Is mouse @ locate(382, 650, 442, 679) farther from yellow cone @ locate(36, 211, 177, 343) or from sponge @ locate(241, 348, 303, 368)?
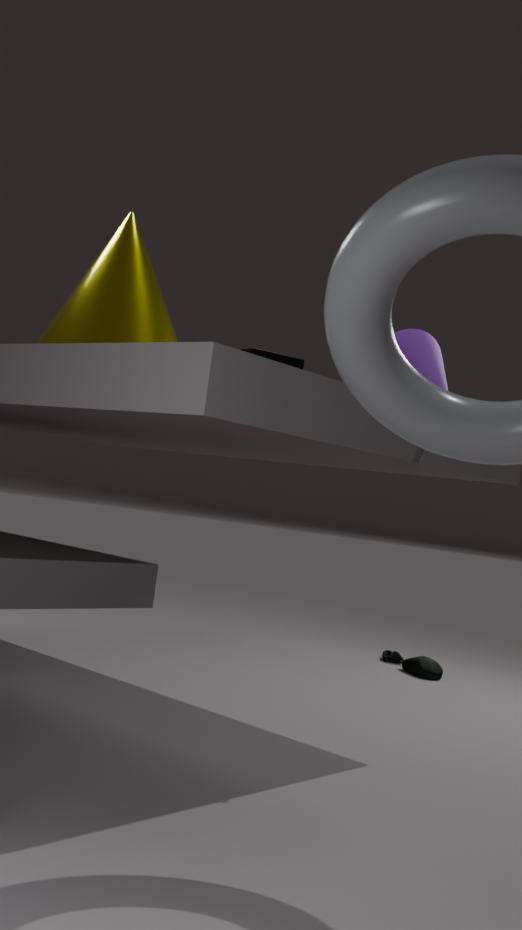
yellow cone @ locate(36, 211, 177, 343)
